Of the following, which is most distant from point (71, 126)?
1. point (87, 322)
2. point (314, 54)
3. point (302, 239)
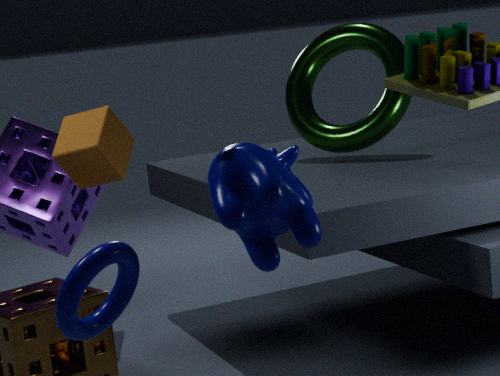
point (314, 54)
